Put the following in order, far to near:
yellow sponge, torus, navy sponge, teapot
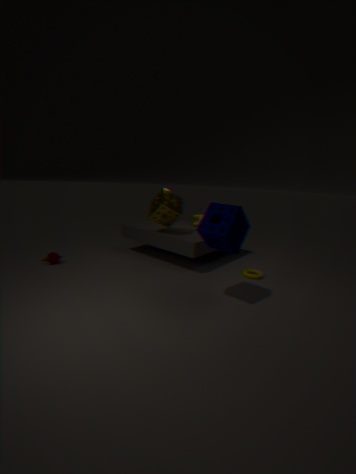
yellow sponge → teapot → torus → navy sponge
